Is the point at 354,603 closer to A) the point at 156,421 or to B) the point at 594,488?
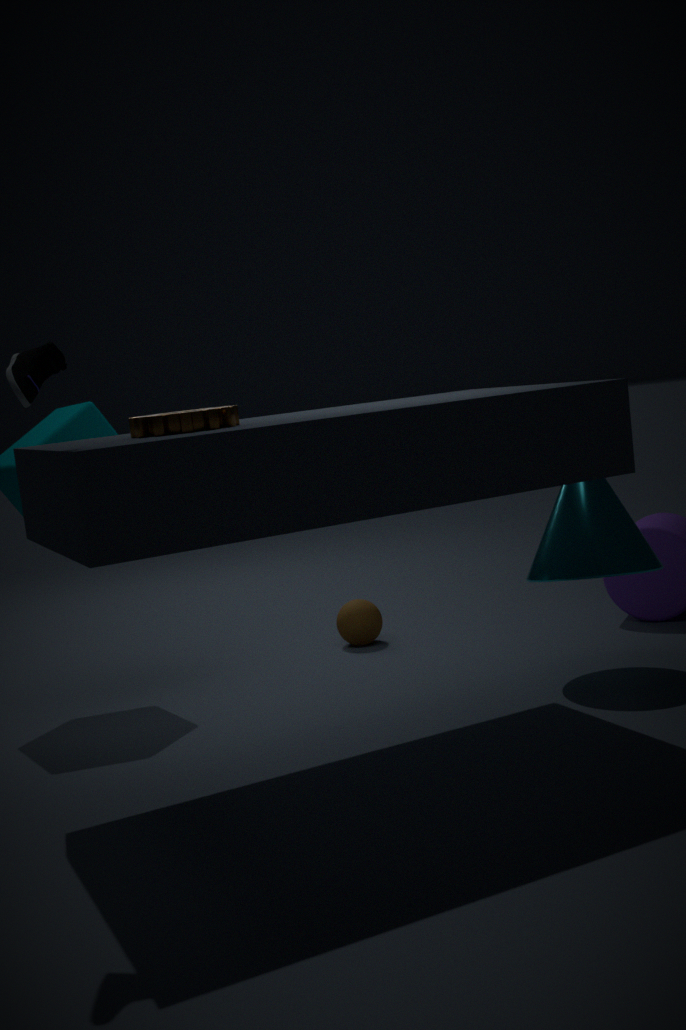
B) the point at 594,488
